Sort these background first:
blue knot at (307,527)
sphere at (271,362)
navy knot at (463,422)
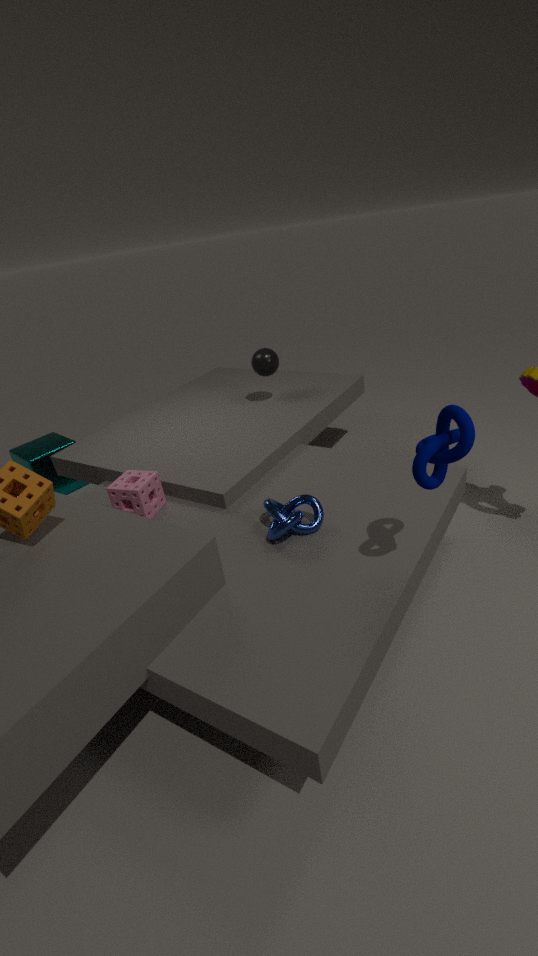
sphere at (271,362) < blue knot at (307,527) < navy knot at (463,422)
